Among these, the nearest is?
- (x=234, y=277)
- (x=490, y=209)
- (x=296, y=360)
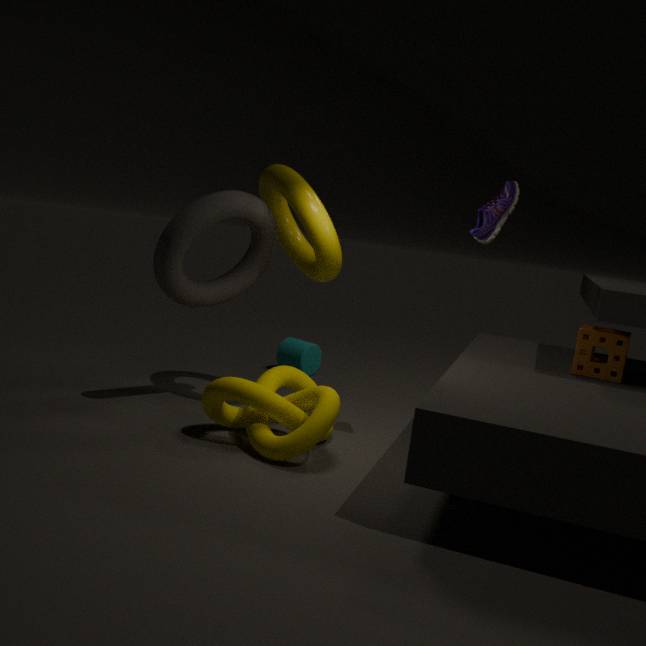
(x=490, y=209)
